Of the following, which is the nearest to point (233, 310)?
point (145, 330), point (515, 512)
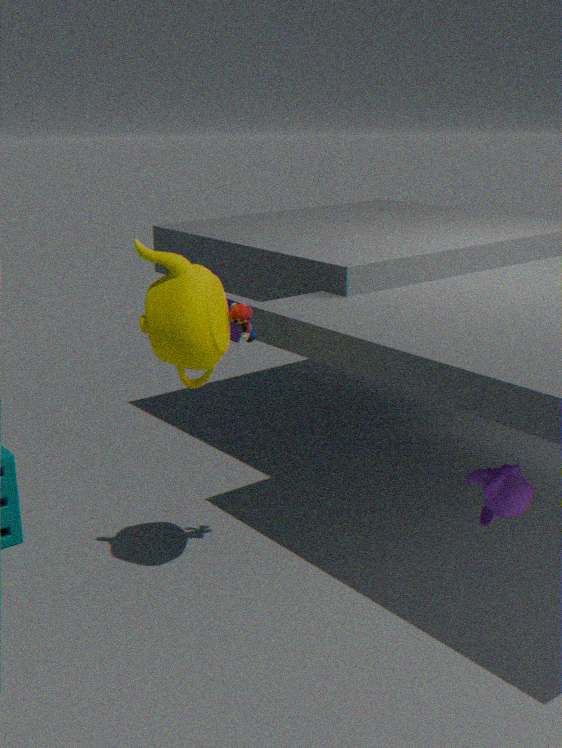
point (145, 330)
